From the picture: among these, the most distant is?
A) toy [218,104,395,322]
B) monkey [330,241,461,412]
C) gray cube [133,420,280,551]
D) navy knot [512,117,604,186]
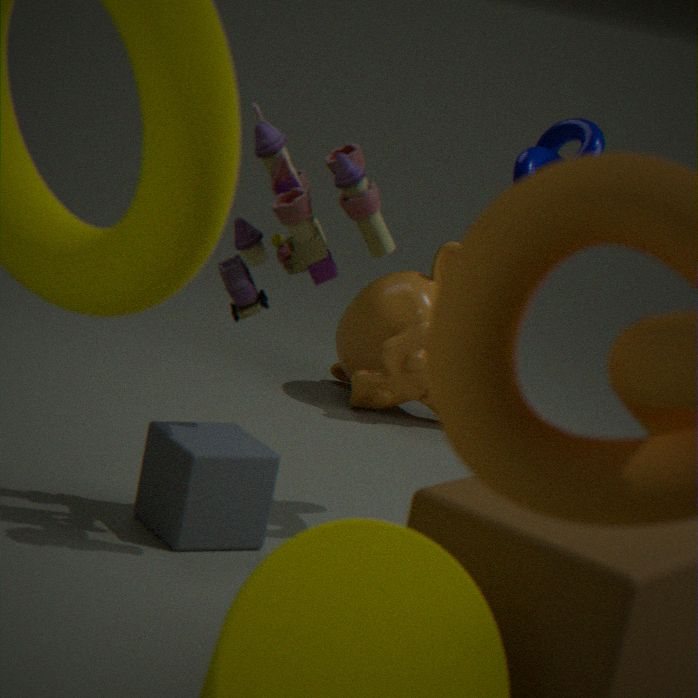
monkey [330,241,461,412]
